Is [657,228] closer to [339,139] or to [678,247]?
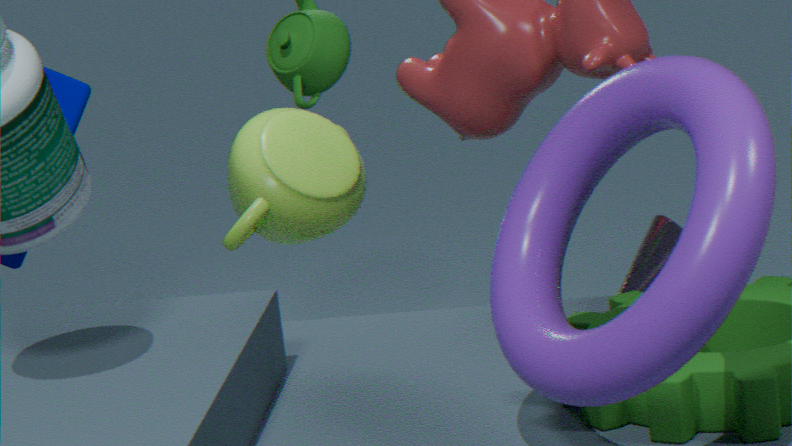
[678,247]
